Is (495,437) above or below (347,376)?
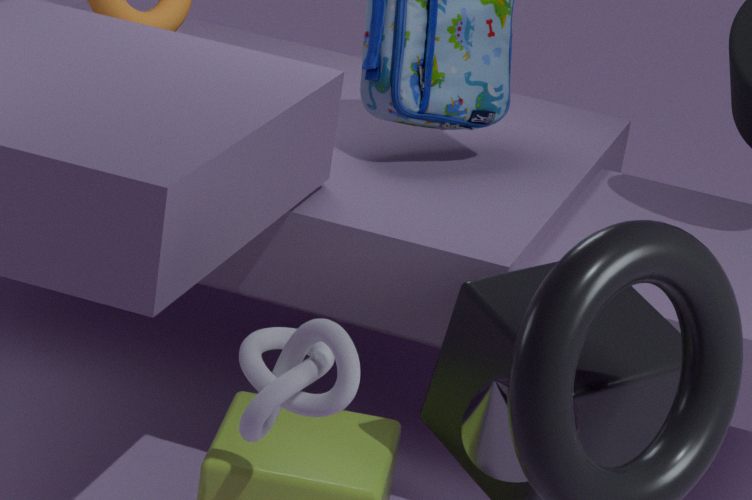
above
